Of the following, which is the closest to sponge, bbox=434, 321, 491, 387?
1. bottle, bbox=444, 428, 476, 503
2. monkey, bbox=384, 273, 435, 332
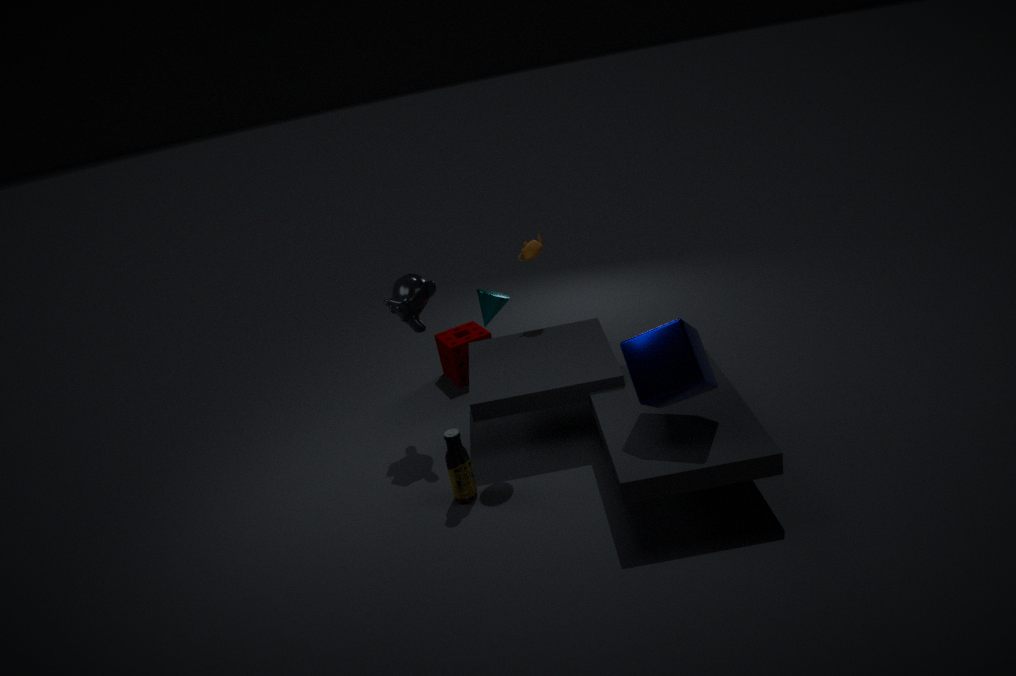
monkey, bbox=384, 273, 435, 332
